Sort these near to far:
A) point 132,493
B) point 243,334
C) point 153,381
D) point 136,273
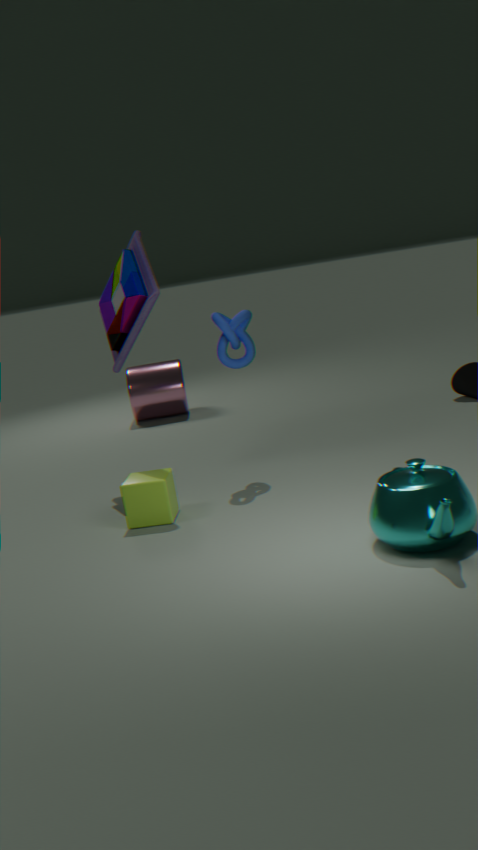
point 132,493 → point 136,273 → point 243,334 → point 153,381
